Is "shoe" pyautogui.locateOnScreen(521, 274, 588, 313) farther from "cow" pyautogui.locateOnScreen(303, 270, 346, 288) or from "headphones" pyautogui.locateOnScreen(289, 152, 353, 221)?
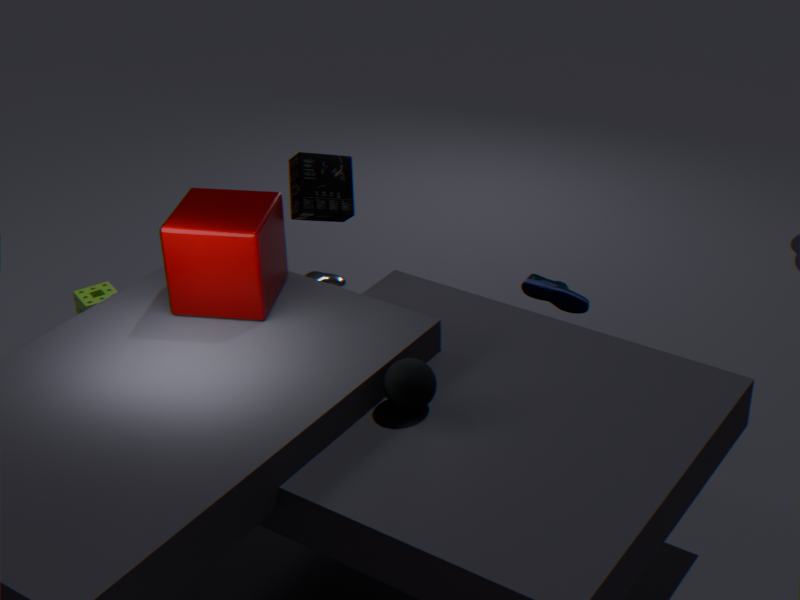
"cow" pyautogui.locateOnScreen(303, 270, 346, 288)
